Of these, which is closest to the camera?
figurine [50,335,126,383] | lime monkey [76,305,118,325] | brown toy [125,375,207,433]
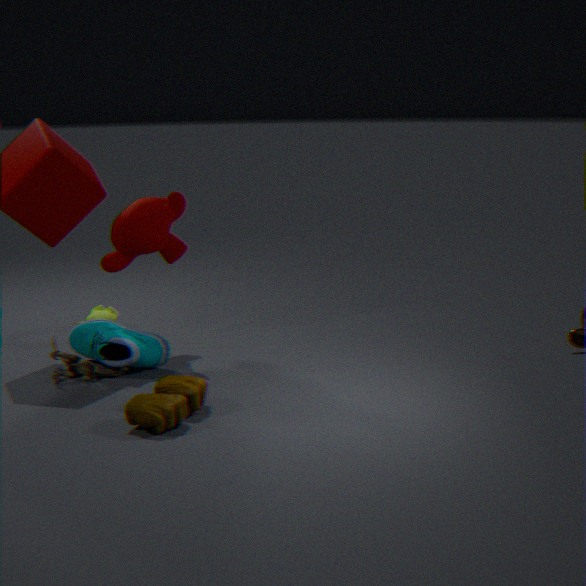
brown toy [125,375,207,433]
